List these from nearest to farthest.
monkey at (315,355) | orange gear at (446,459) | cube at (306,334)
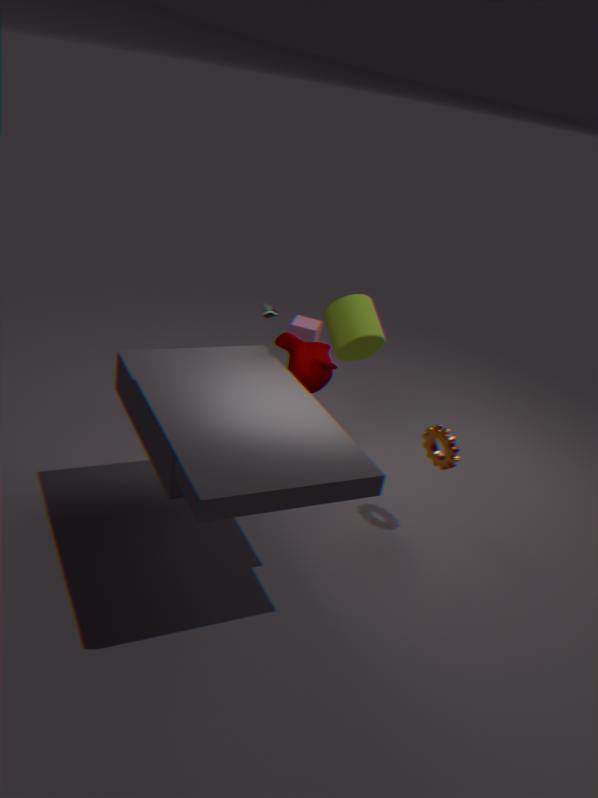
1. monkey at (315,355)
2. orange gear at (446,459)
3. cube at (306,334)
